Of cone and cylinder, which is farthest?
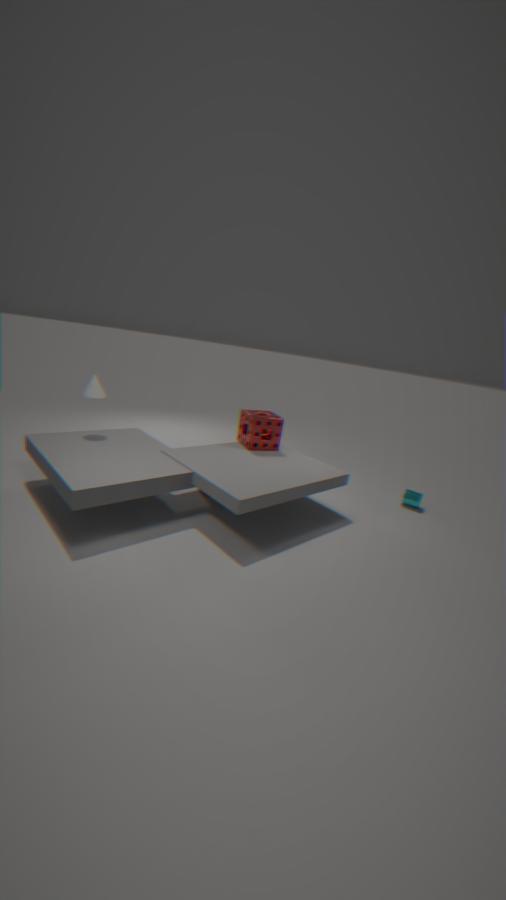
cylinder
